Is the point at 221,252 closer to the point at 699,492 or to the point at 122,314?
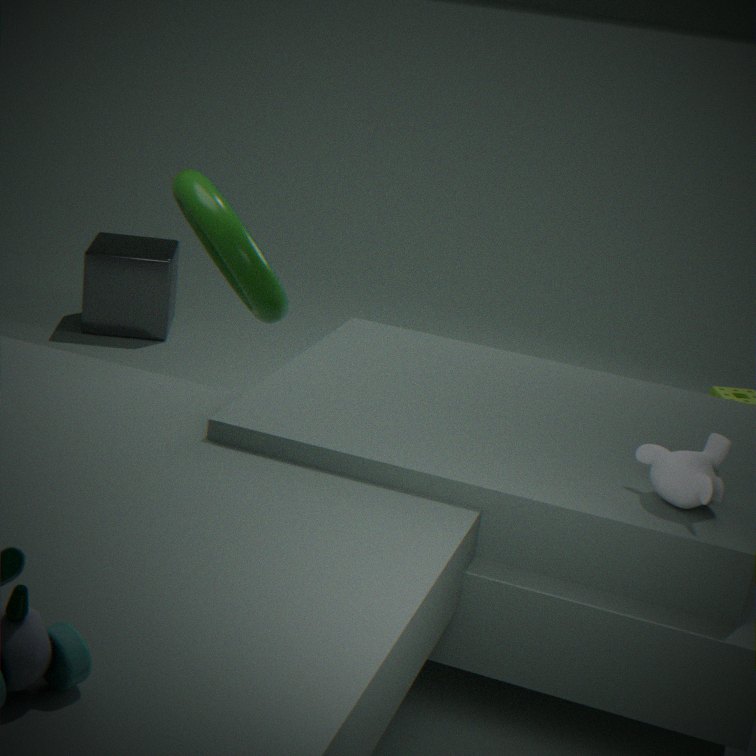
the point at 699,492
